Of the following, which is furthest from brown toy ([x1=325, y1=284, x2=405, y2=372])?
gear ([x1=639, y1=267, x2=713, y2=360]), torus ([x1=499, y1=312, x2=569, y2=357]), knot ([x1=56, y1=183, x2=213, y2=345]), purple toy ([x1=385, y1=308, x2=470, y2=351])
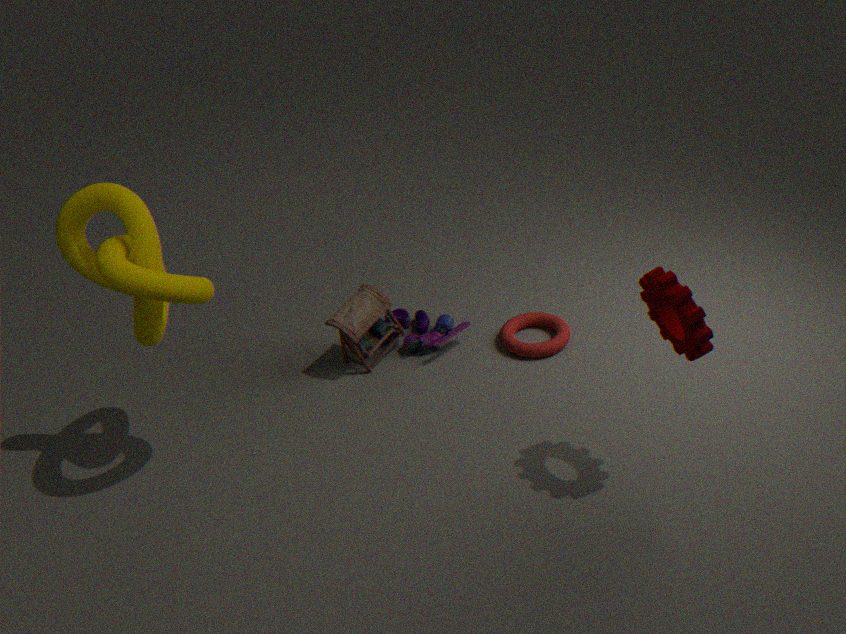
gear ([x1=639, y1=267, x2=713, y2=360])
